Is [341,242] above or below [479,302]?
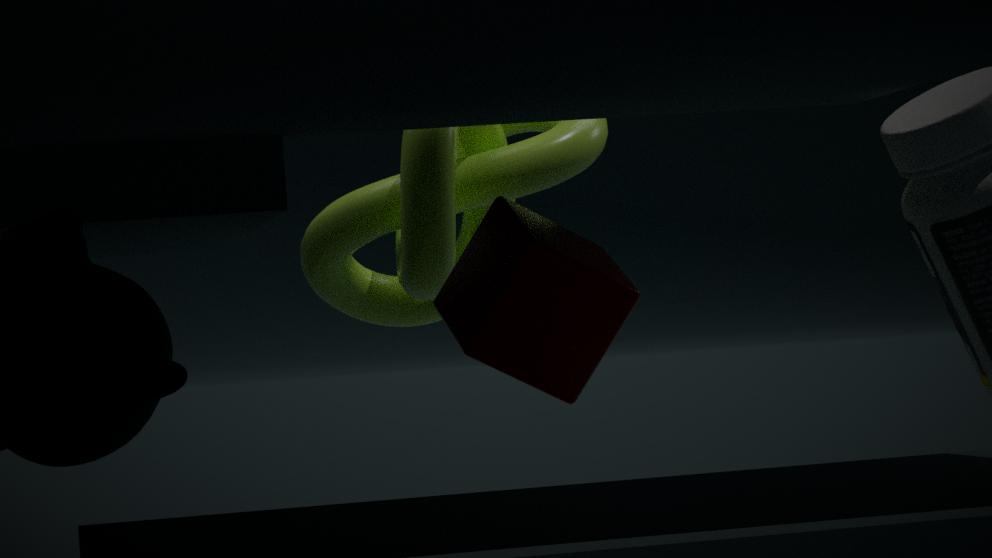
above
